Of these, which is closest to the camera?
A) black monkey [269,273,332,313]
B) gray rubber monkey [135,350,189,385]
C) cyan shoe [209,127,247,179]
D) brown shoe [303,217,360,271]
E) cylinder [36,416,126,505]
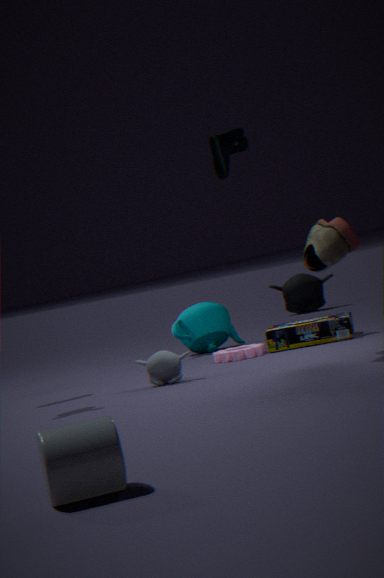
cylinder [36,416,126,505]
